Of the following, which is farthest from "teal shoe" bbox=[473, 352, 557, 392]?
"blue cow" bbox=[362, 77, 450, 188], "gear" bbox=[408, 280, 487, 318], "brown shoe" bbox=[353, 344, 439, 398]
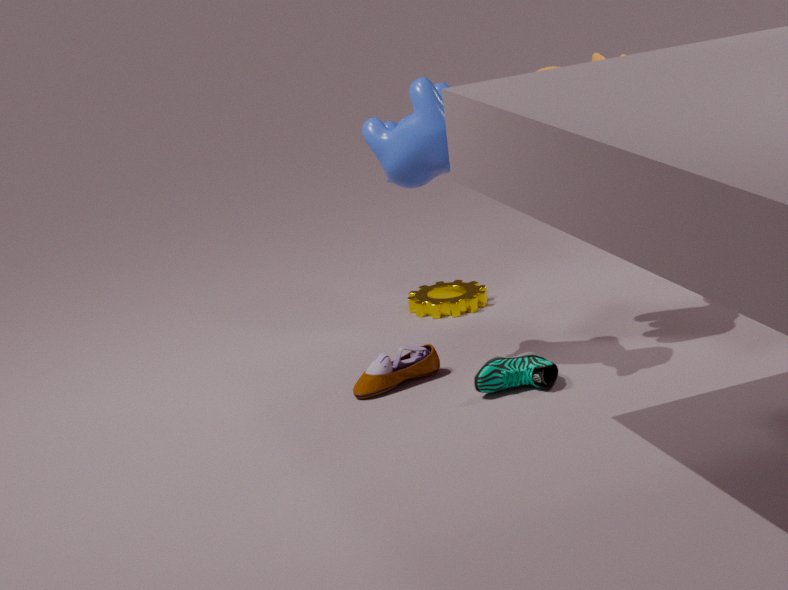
"gear" bbox=[408, 280, 487, 318]
